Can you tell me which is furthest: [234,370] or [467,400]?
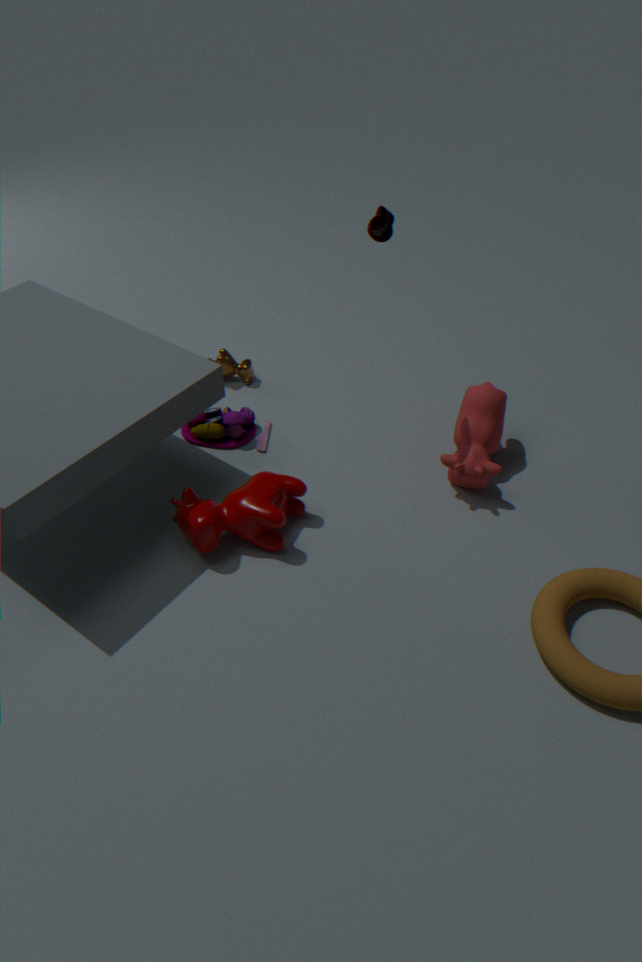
[234,370]
